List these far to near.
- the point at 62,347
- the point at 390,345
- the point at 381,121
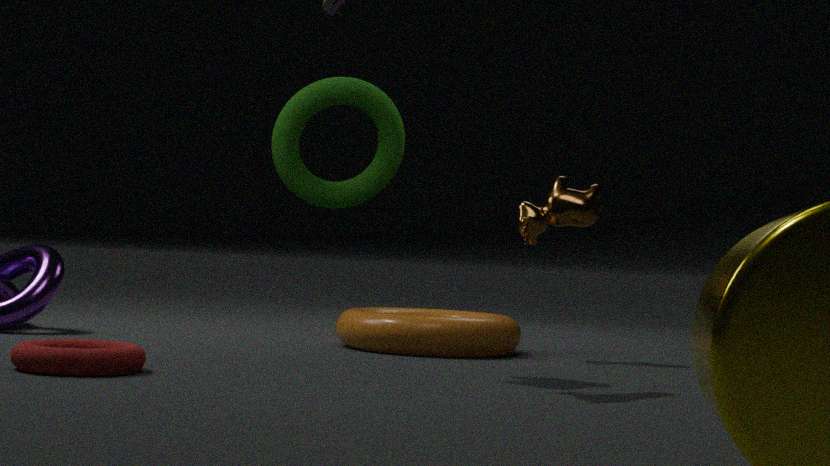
the point at 381,121 → the point at 390,345 → the point at 62,347
